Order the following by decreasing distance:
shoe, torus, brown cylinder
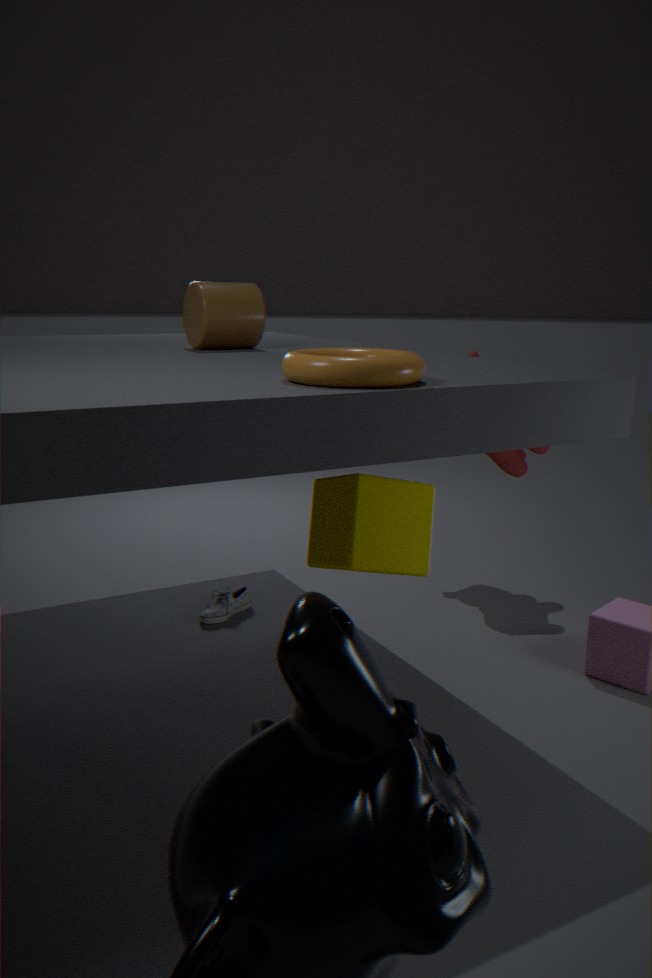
shoe, brown cylinder, torus
